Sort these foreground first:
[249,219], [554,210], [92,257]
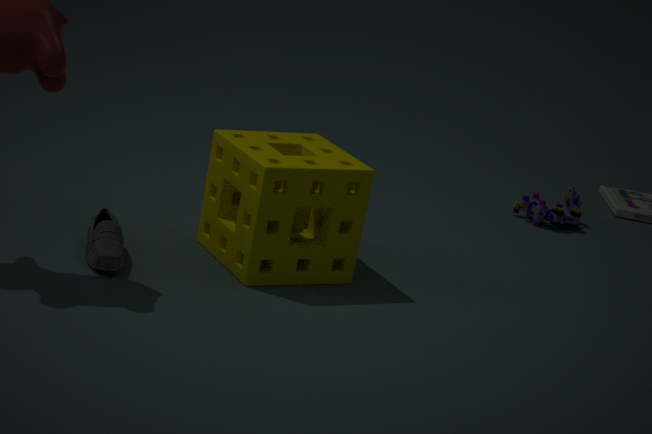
[92,257] < [249,219] < [554,210]
